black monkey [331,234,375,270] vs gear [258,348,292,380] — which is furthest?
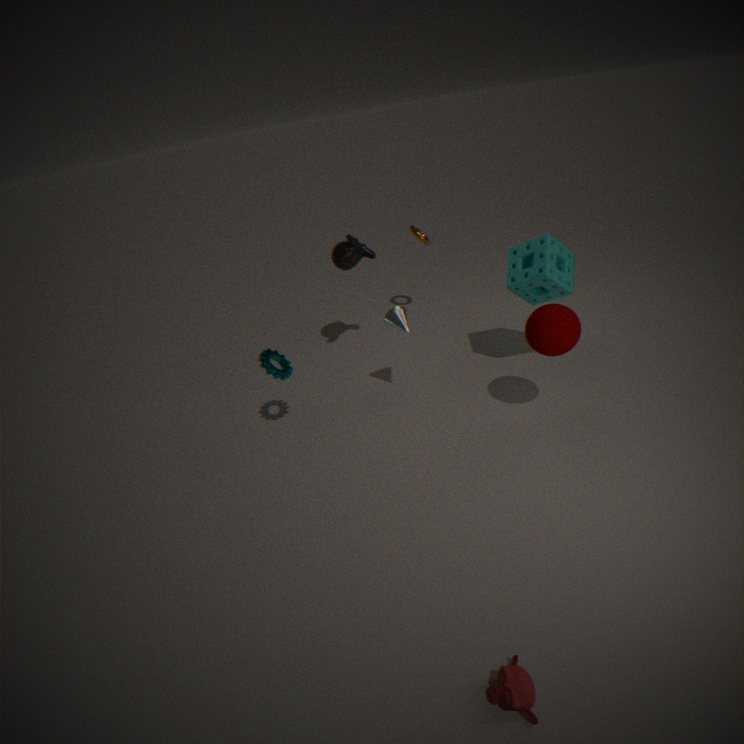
black monkey [331,234,375,270]
